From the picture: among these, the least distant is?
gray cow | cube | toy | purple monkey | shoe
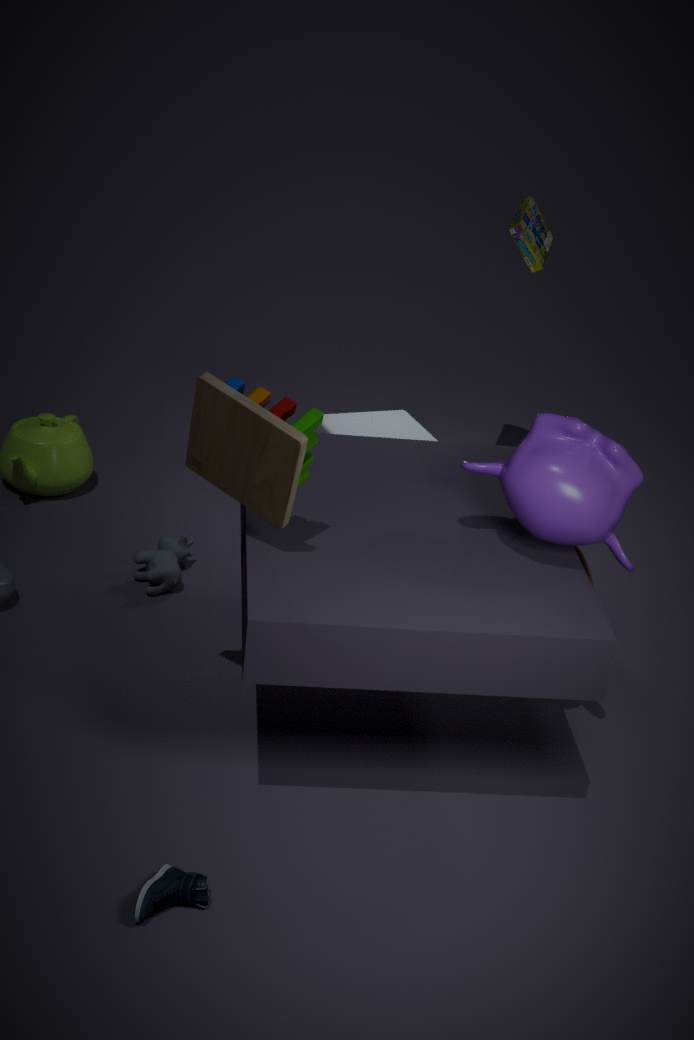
shoe
